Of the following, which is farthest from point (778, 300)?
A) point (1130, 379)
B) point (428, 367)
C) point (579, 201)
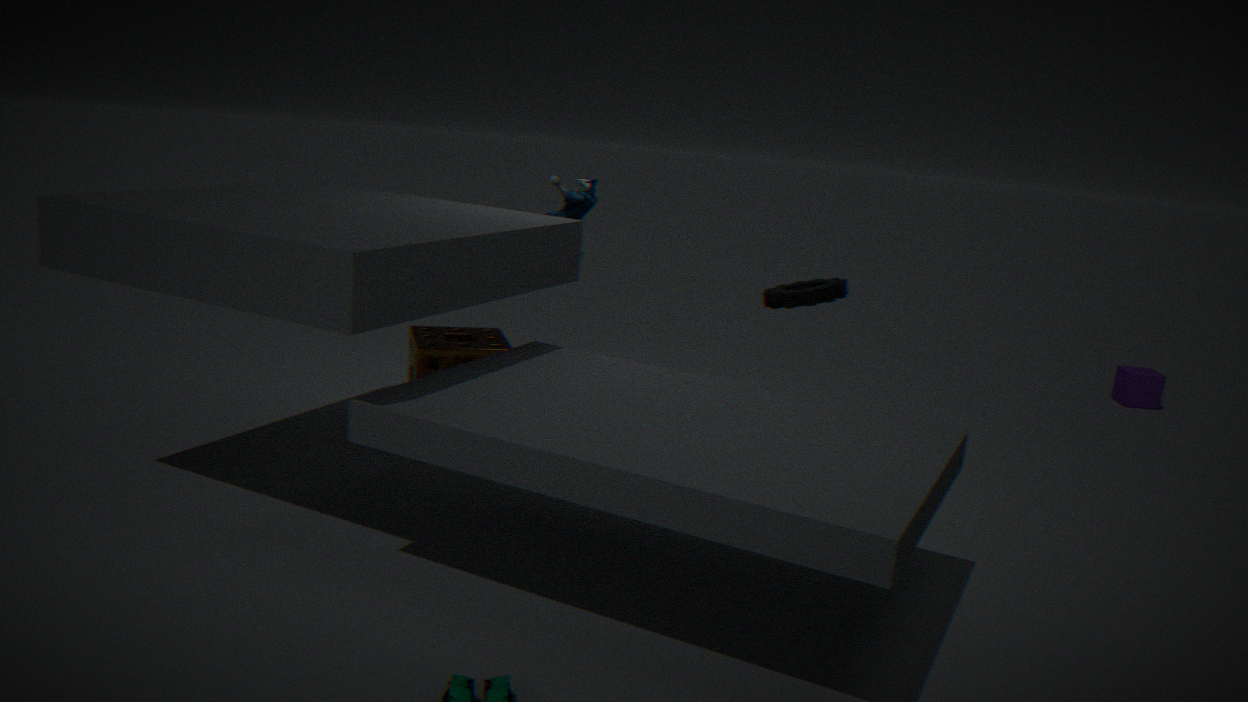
point (1130, 379)
